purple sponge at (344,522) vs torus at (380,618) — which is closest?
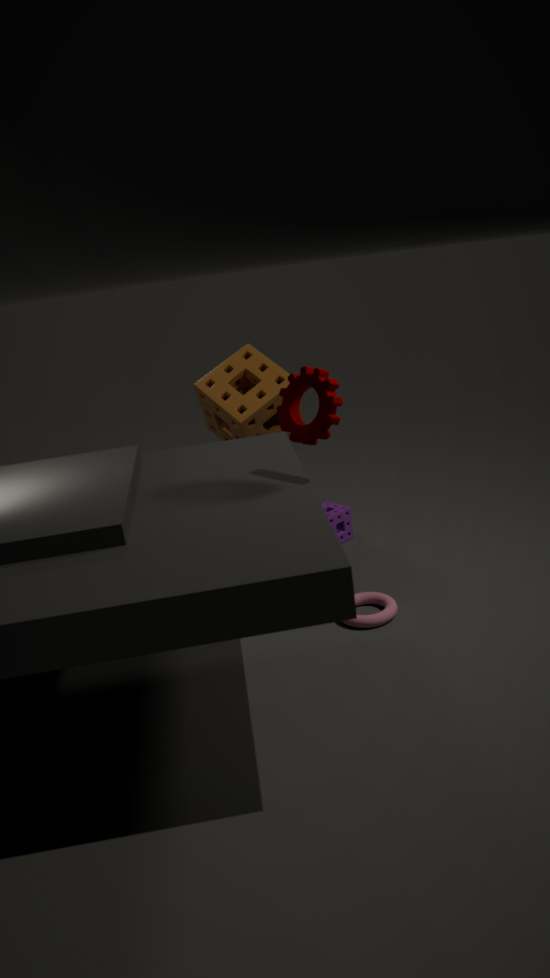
torus at (380,618)
